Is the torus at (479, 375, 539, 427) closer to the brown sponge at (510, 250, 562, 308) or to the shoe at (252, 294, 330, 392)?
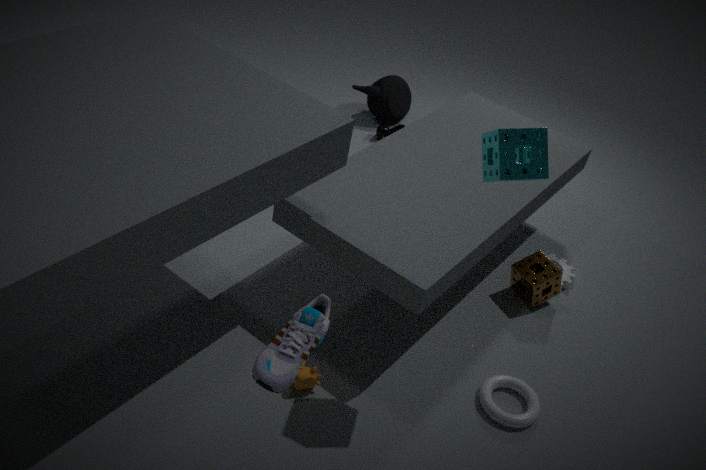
the brown sponge at (510, 250, 562, 308)
